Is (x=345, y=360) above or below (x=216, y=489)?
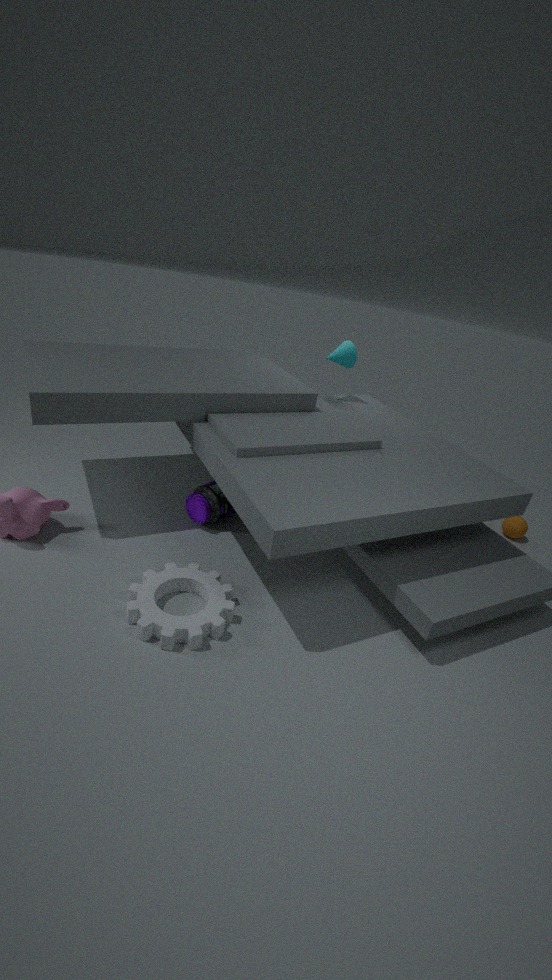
above
